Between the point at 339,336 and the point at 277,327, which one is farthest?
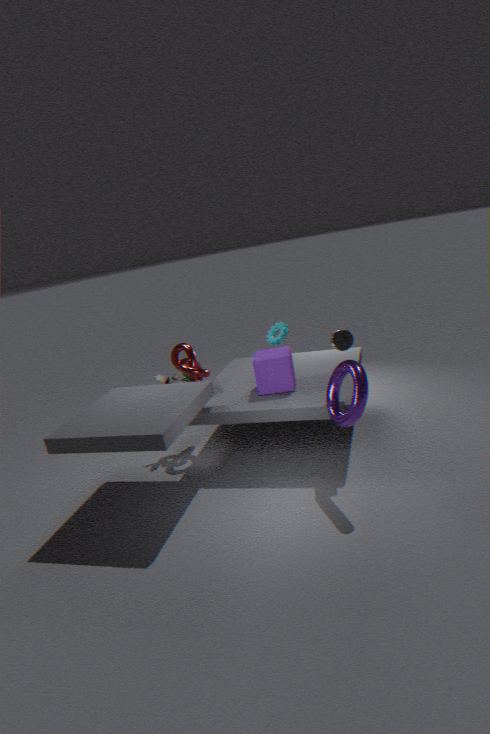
the point at 277,327
